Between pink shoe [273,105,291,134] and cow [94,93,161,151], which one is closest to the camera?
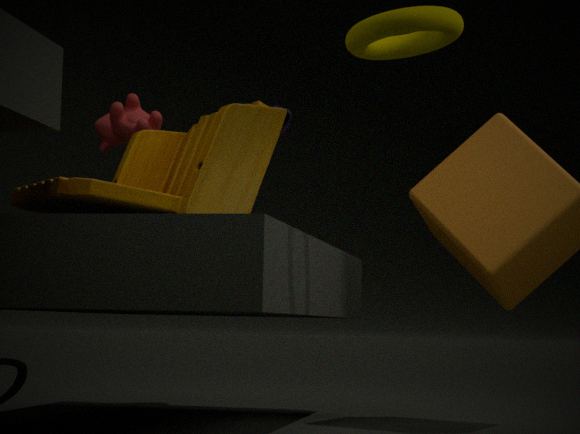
cow [94,93,161,151]
